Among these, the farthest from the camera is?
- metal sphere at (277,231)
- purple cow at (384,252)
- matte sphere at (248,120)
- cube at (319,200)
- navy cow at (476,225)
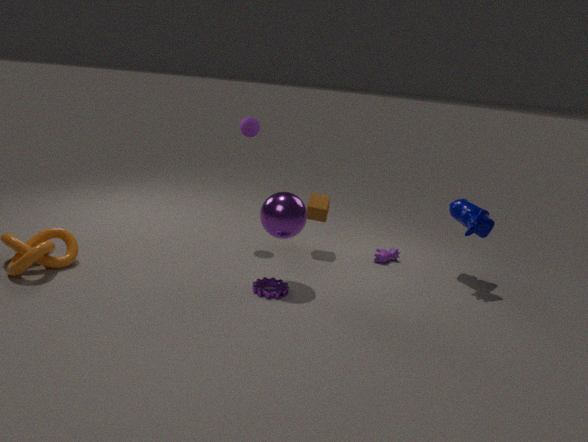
purple cow at (384,252)
